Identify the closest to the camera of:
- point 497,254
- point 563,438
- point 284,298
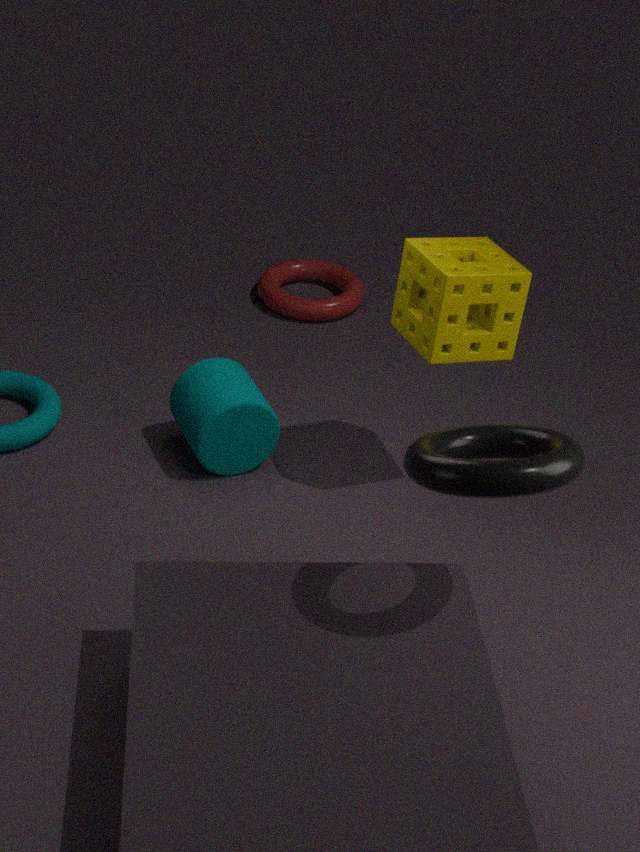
point 563,438
